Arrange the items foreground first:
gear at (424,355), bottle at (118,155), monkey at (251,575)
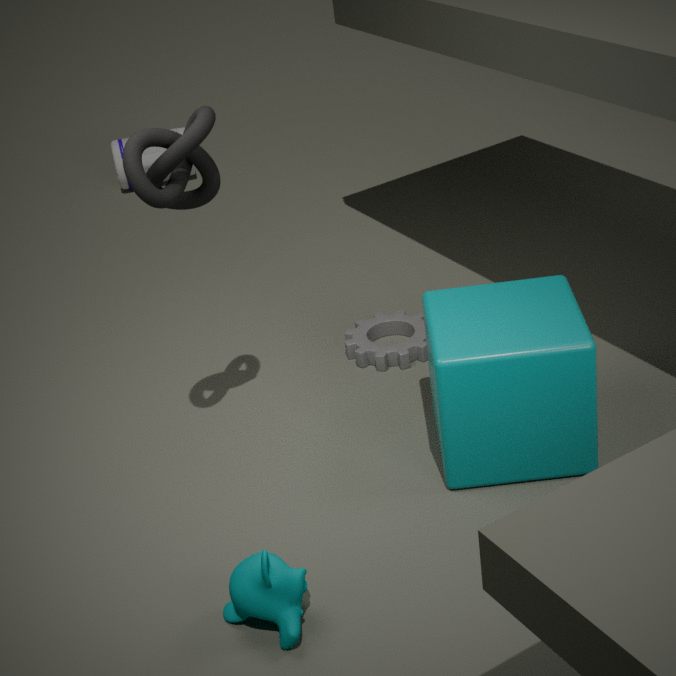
monkey at (251,575)
gear at (424,355)
bottle at (118,155)
